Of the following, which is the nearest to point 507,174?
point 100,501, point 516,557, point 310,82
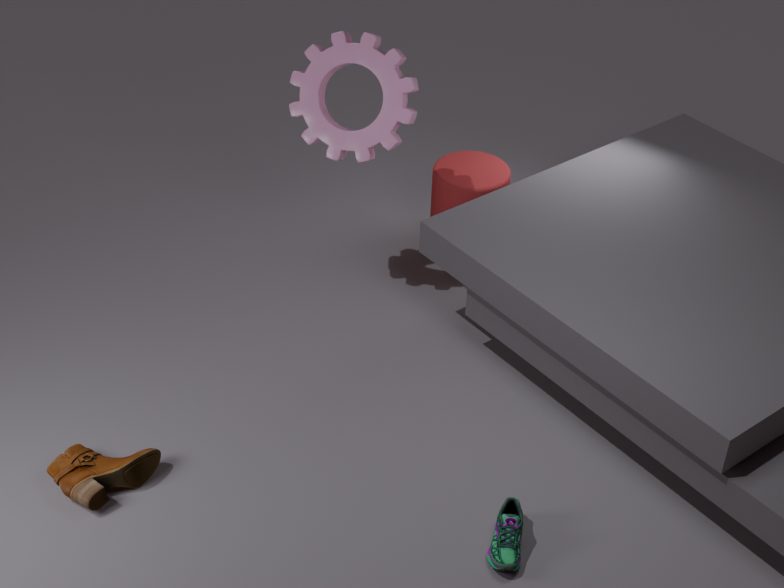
point 310,82
